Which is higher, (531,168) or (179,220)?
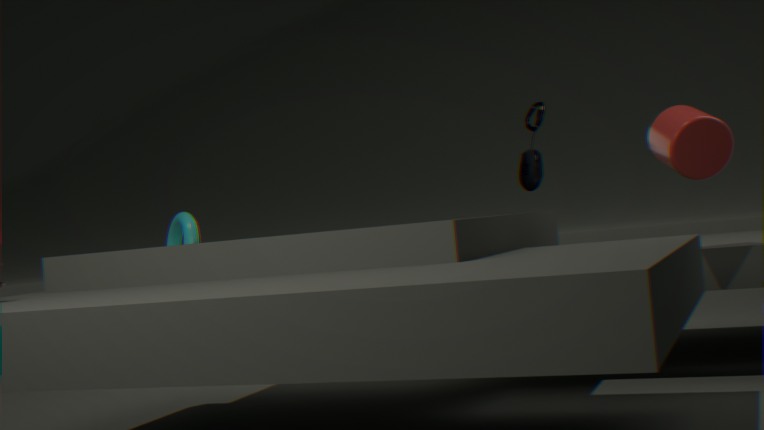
(531,168)
